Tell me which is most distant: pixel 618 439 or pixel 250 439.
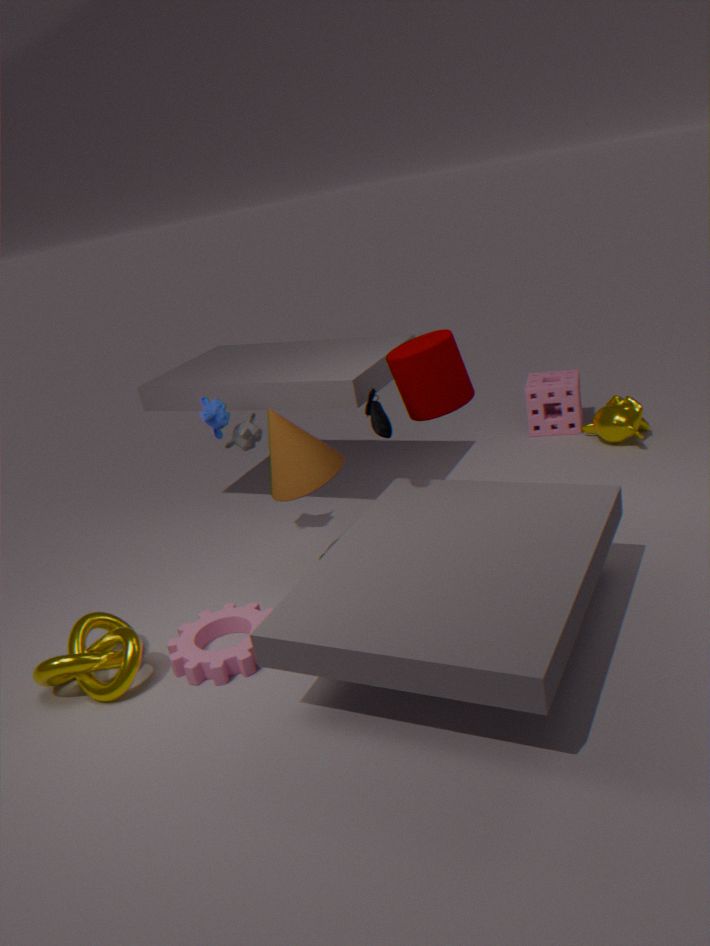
pixel 618 439
